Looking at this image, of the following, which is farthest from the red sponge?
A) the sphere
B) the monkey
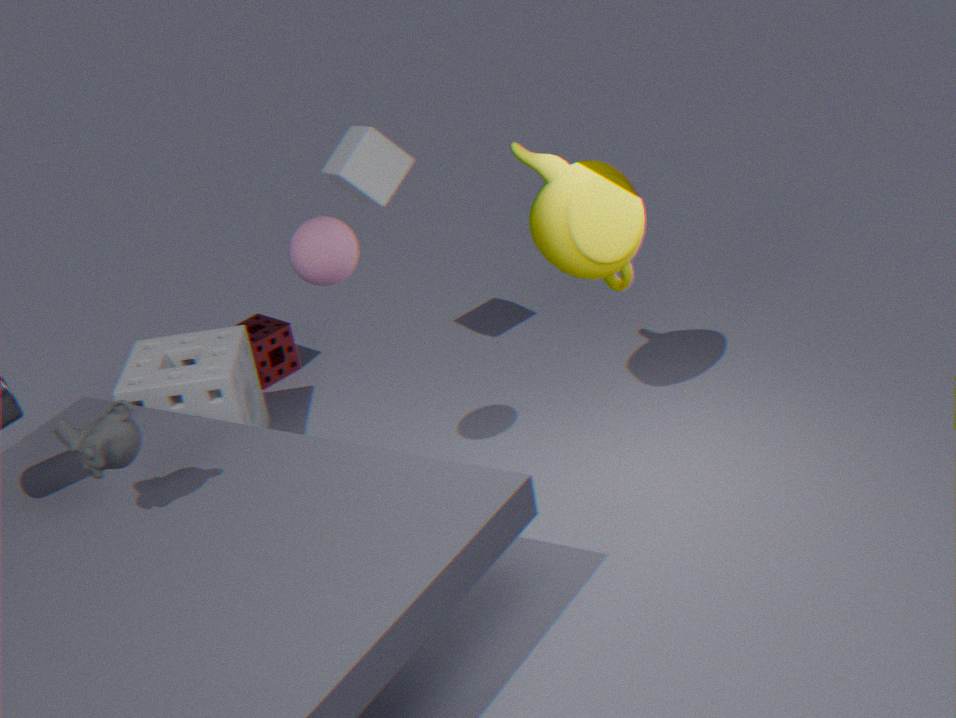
the monkey
